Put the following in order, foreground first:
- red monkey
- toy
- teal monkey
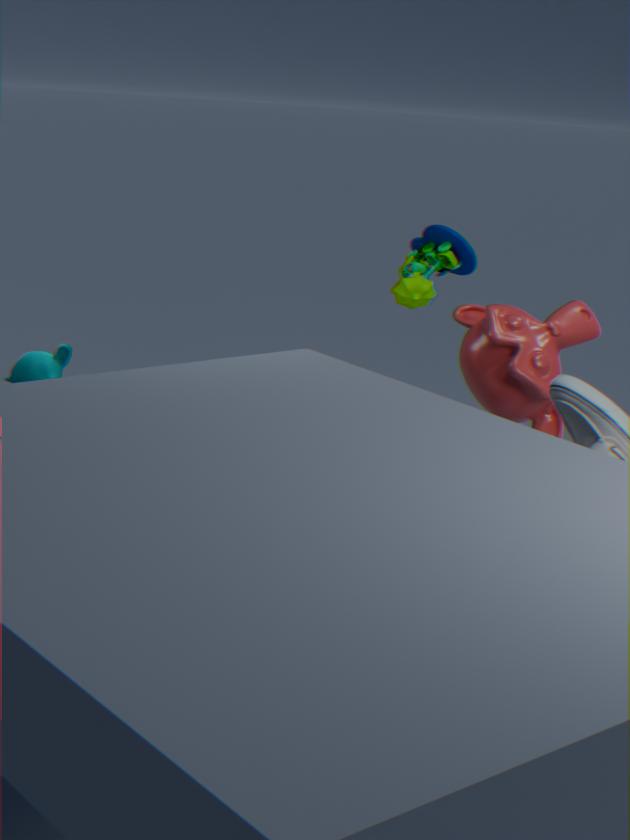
red monkey
teal monkey
toy
